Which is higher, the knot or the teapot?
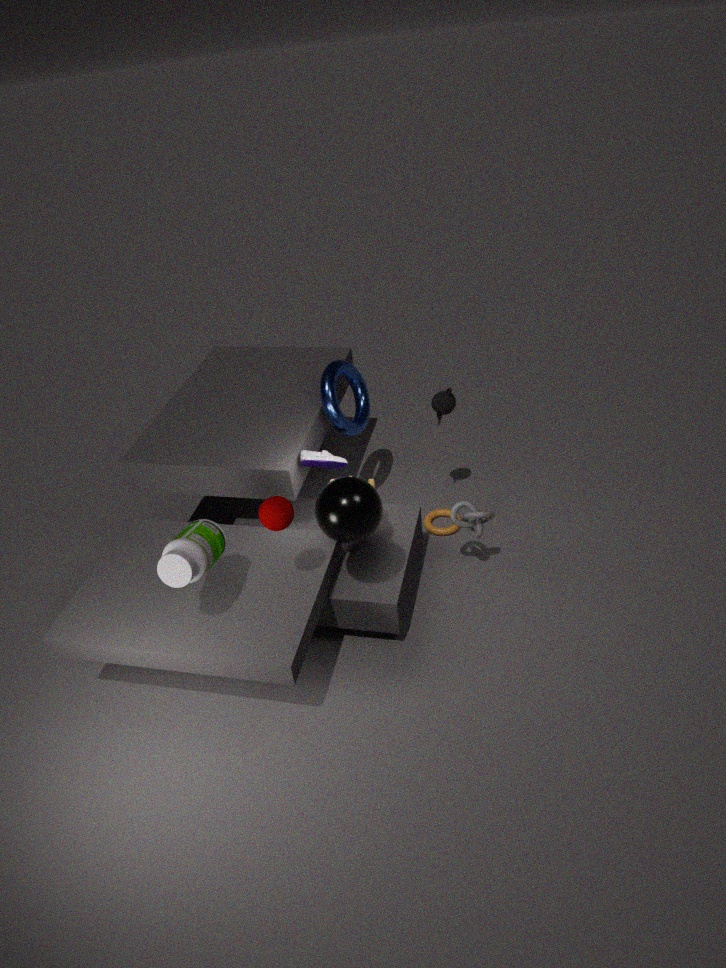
the teapot
